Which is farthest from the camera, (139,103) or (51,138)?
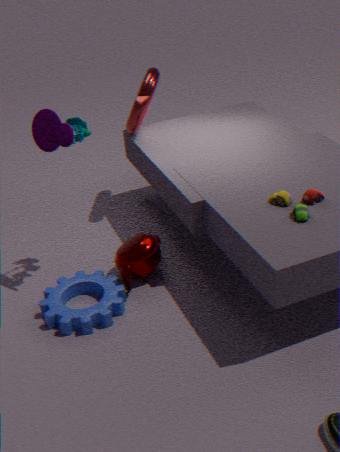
(139,103)
